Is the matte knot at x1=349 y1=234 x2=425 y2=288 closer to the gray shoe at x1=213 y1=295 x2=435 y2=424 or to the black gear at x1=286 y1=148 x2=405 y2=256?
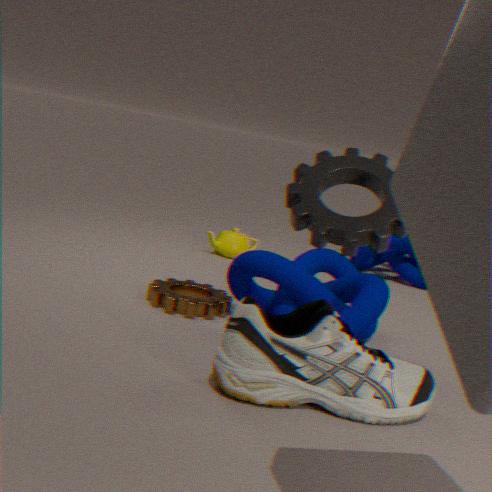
the gray shoe at x1=213 y1=295 x2=435 y2=424
